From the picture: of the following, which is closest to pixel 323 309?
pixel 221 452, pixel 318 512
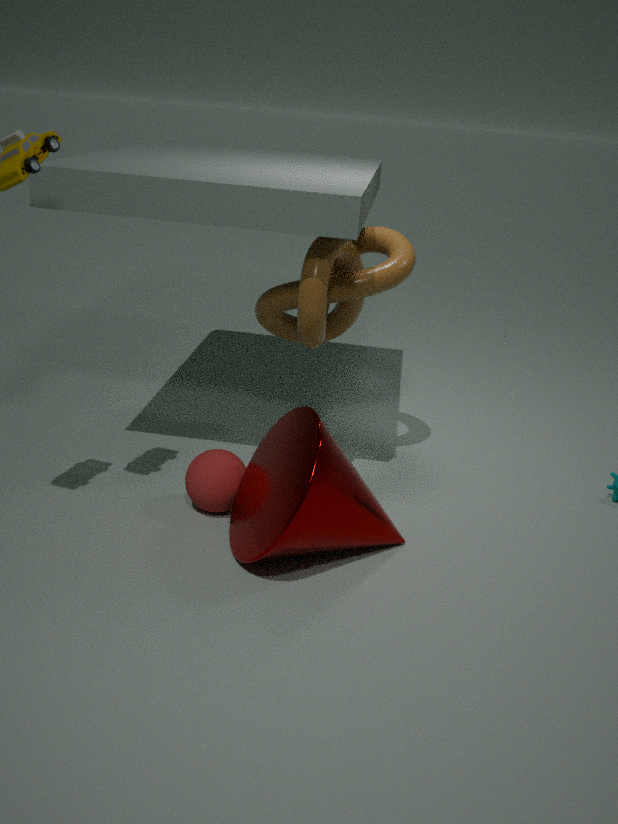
pixel 221 452
